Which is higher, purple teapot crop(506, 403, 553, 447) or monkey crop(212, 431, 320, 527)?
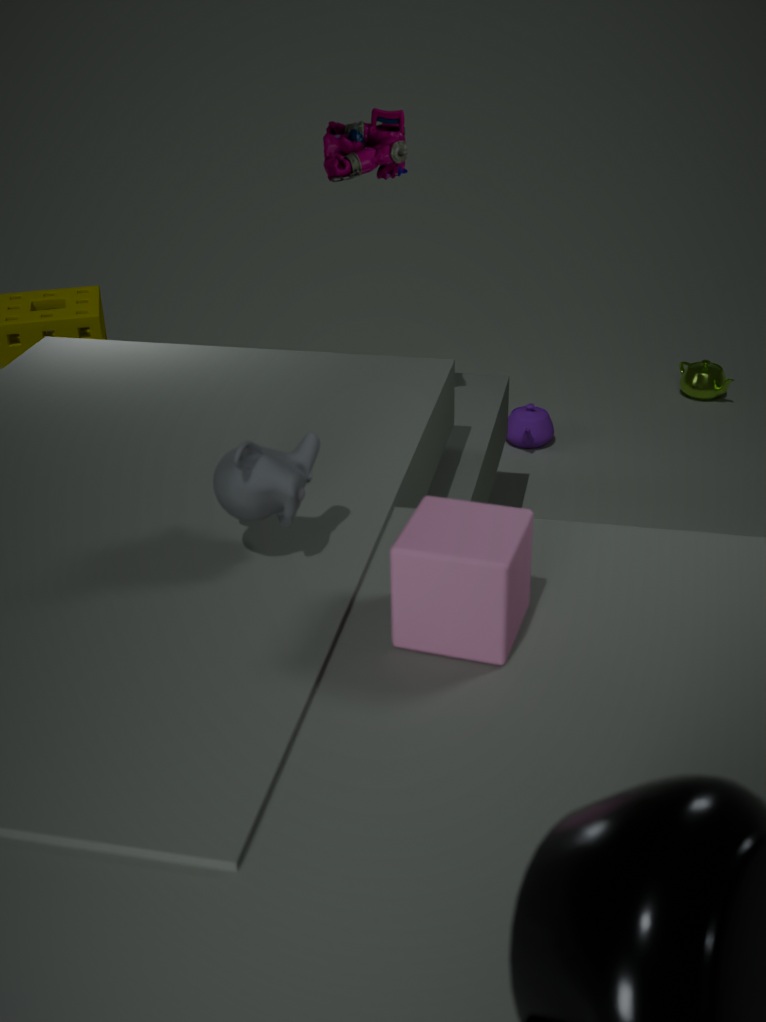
monkey crop(212, 431, 320, 527)
